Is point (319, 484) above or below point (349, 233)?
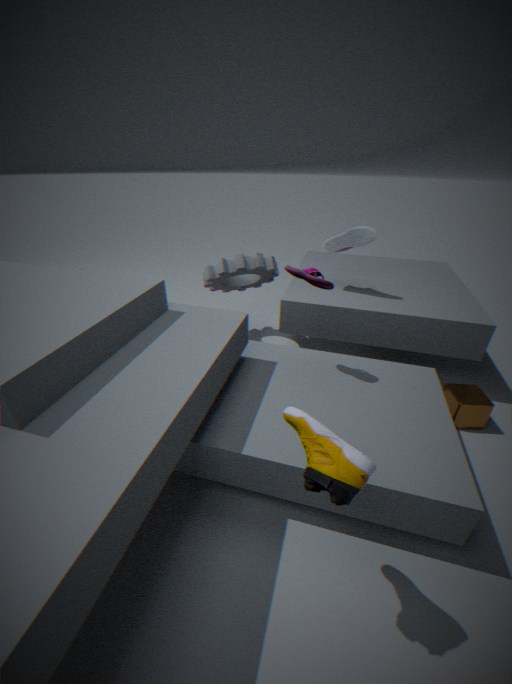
below
